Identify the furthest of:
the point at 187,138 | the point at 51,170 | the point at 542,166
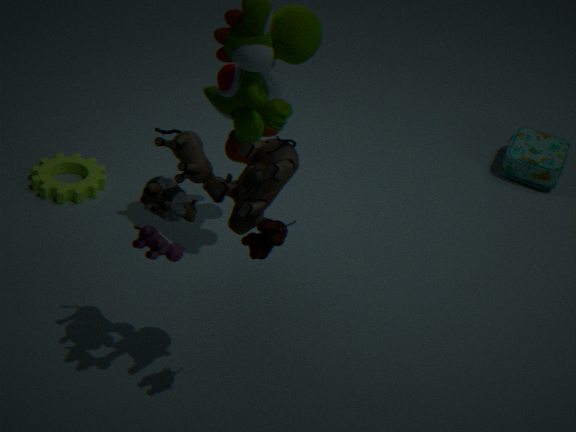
the point at 542,166
